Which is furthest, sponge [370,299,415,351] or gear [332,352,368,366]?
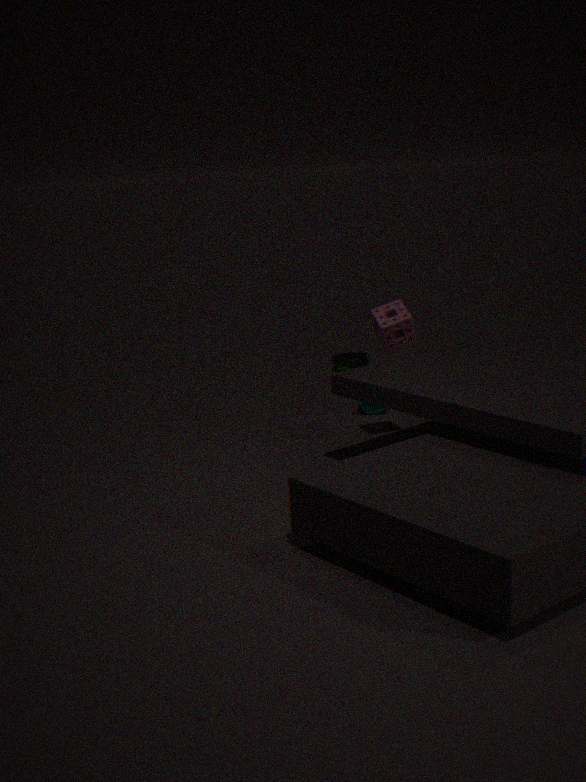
gear [332,352,368,366]
